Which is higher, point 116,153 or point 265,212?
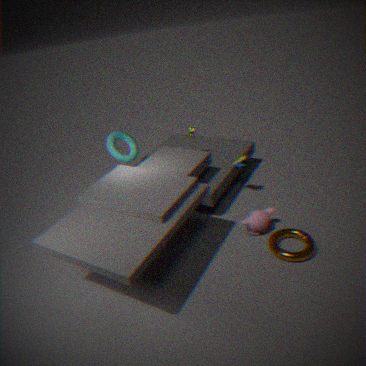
point 116,153
